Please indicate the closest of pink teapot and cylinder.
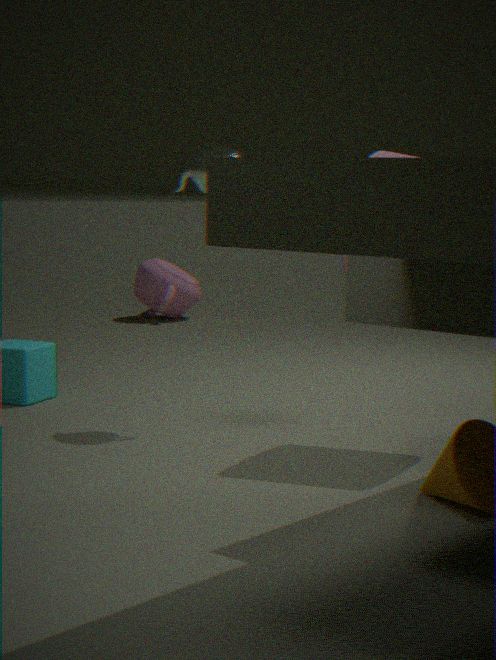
cylinder
